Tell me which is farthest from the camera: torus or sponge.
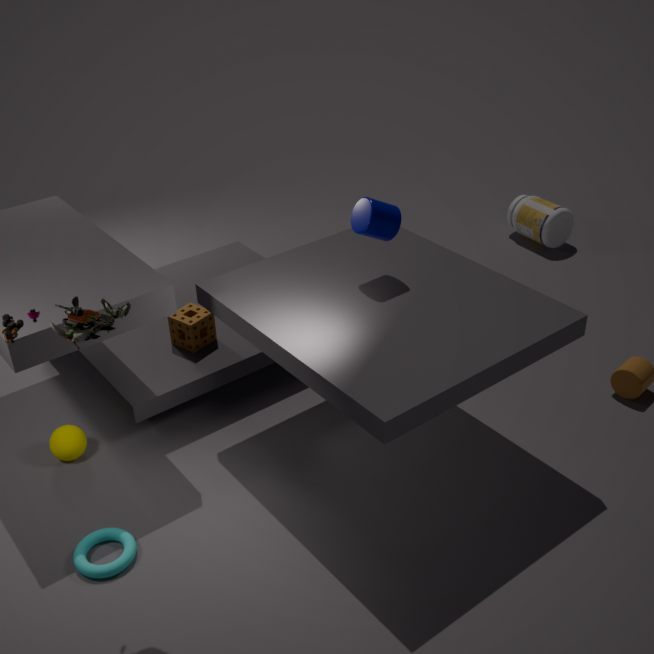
sponge
